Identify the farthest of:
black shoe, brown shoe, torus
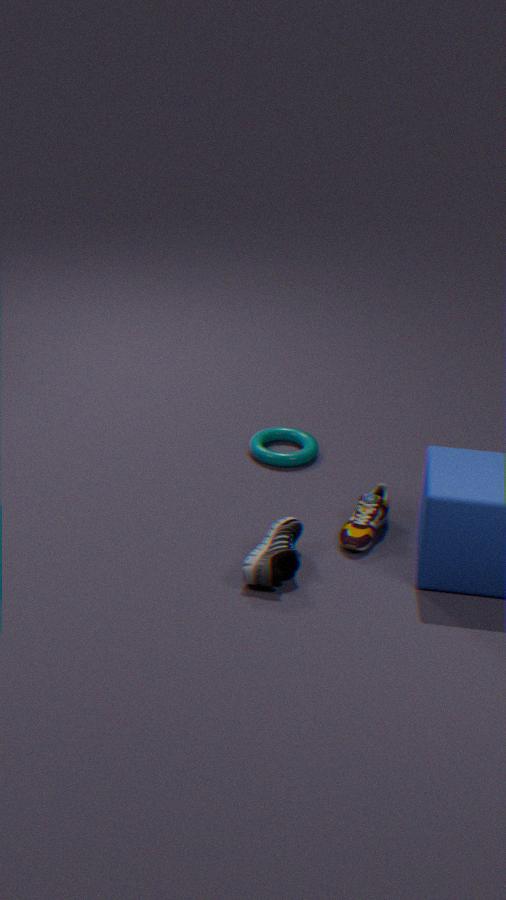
torus
